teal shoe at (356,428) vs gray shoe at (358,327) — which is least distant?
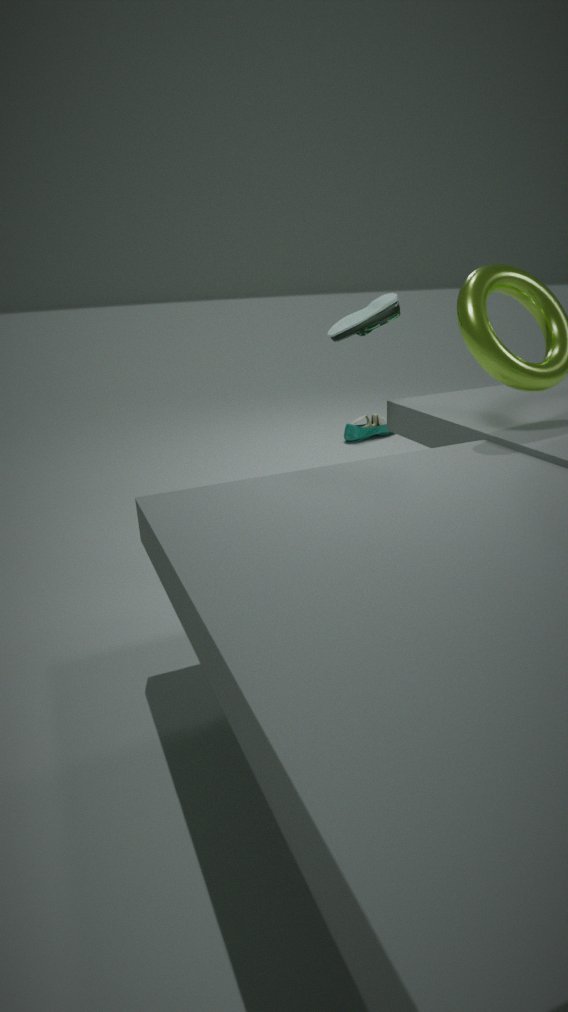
gray shoe at (358,327)
